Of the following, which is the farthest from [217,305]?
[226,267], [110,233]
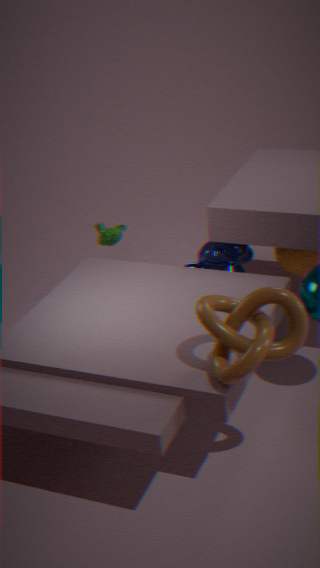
[110,233]
